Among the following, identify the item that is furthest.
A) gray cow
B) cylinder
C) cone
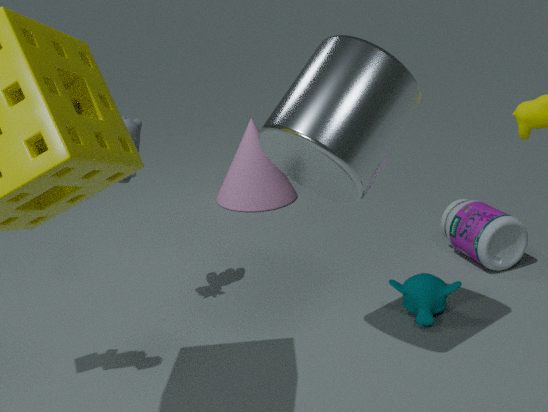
cone
